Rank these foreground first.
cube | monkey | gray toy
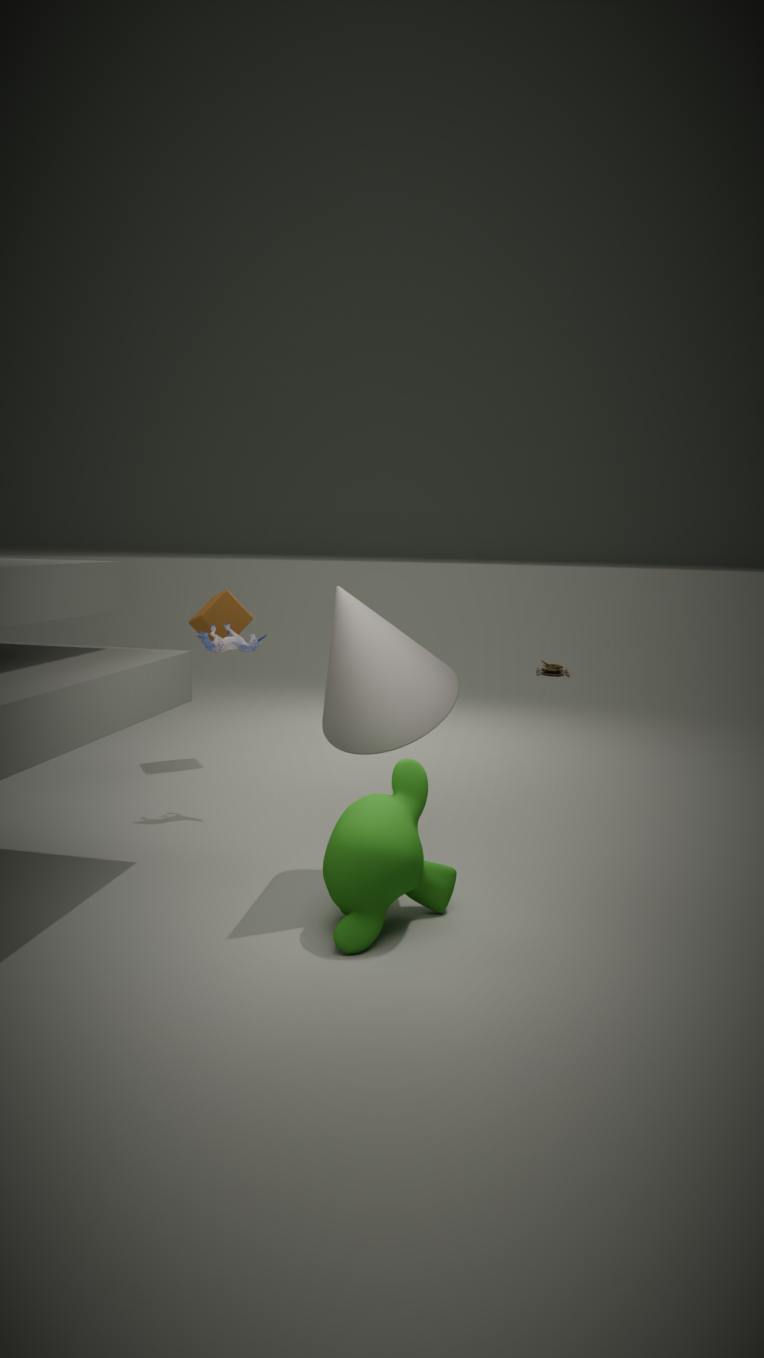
monkey, gray toy, cube
